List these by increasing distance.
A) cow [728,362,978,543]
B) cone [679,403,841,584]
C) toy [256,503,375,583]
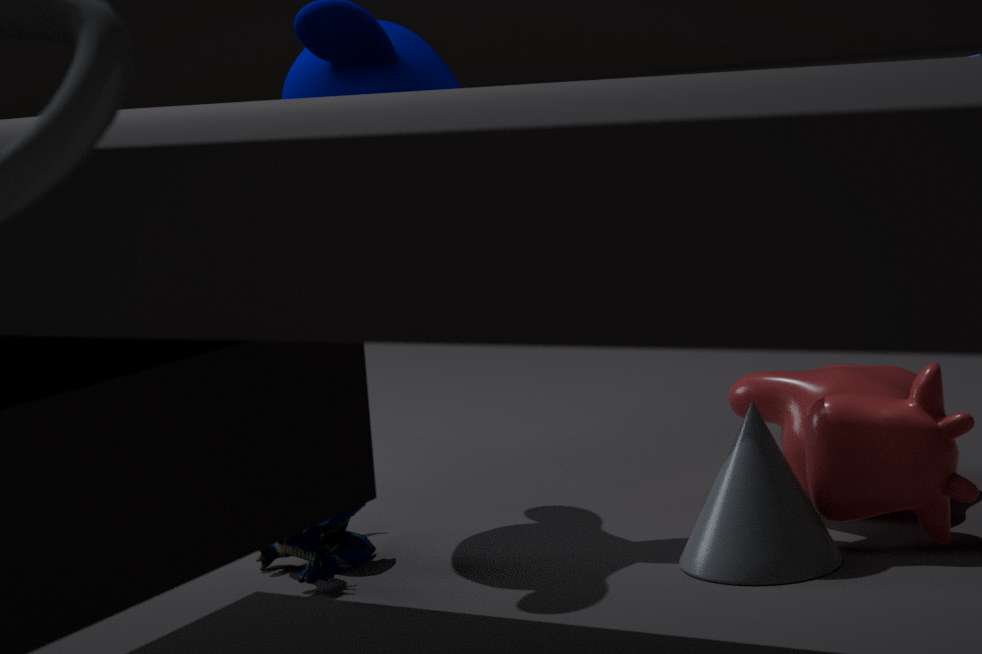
1. cone [679,403,841,584]
2. cow [728,362,978,543]
3. toy [256,503,375,583]
